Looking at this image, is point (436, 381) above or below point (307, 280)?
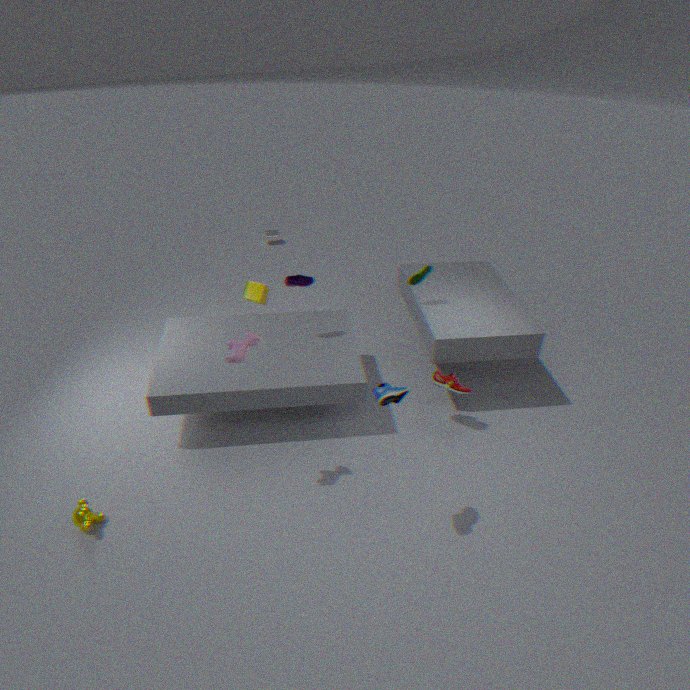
below
